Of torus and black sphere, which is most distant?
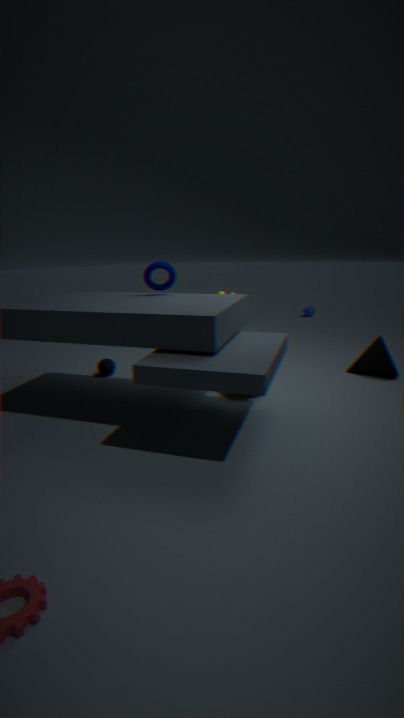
black sphere
